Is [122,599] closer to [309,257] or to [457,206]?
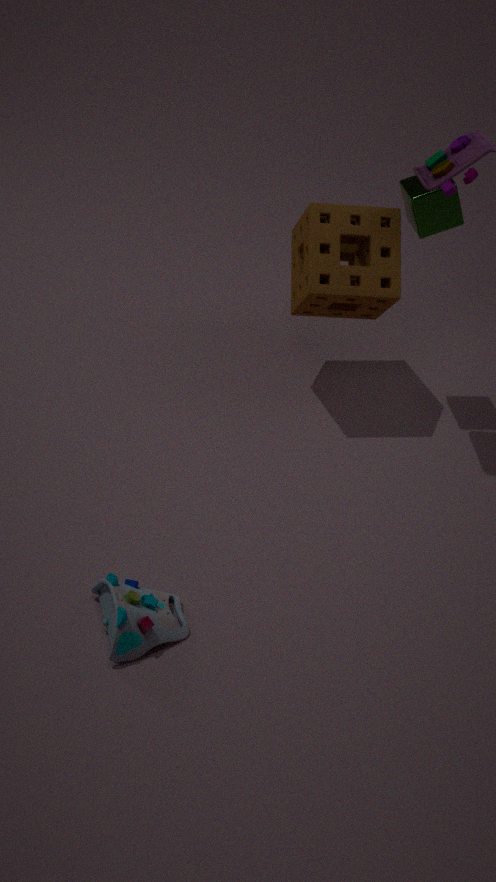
[309,257]
